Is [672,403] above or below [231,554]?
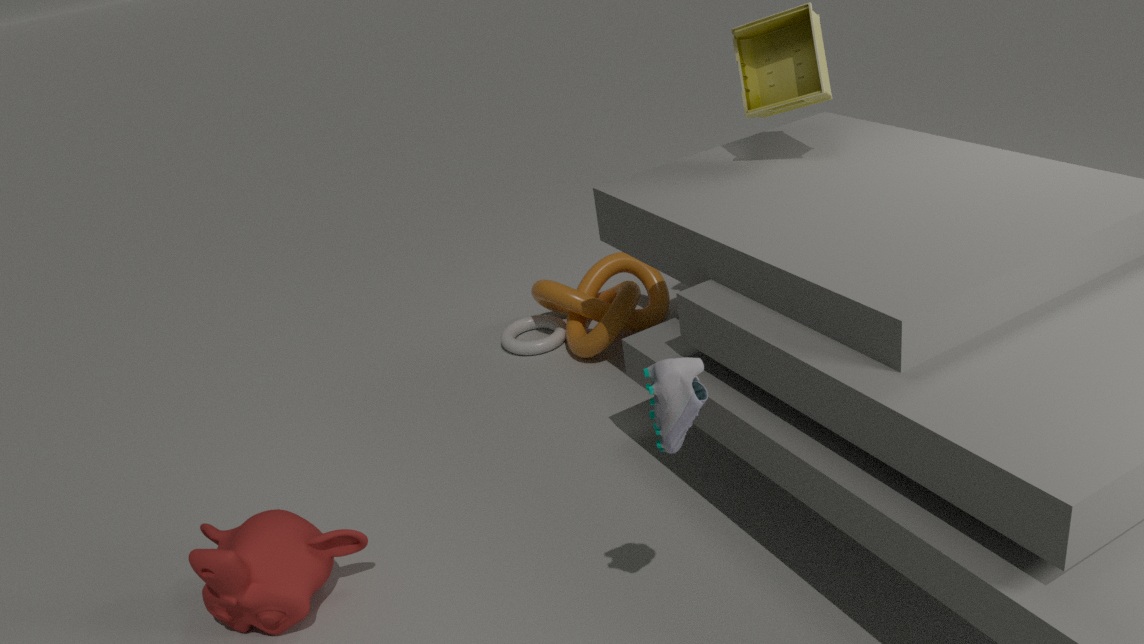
above
